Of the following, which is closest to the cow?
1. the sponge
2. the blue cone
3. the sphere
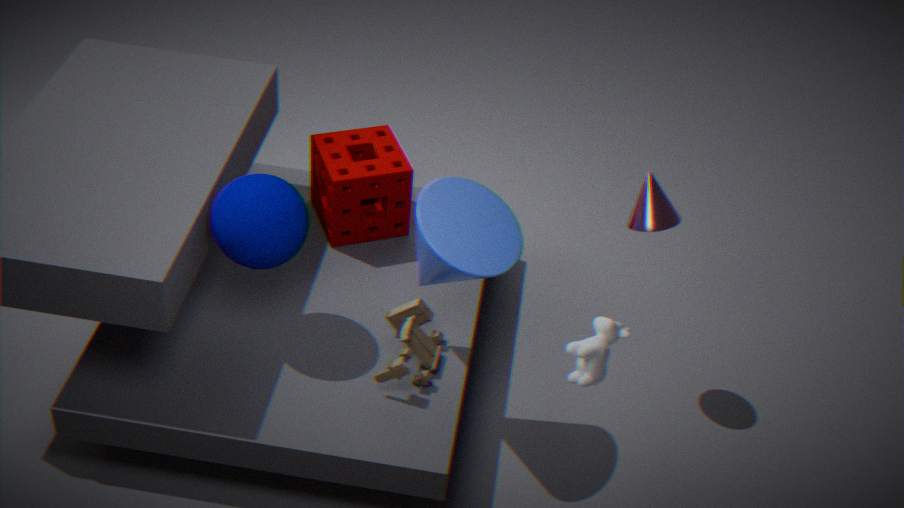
the blue cone
